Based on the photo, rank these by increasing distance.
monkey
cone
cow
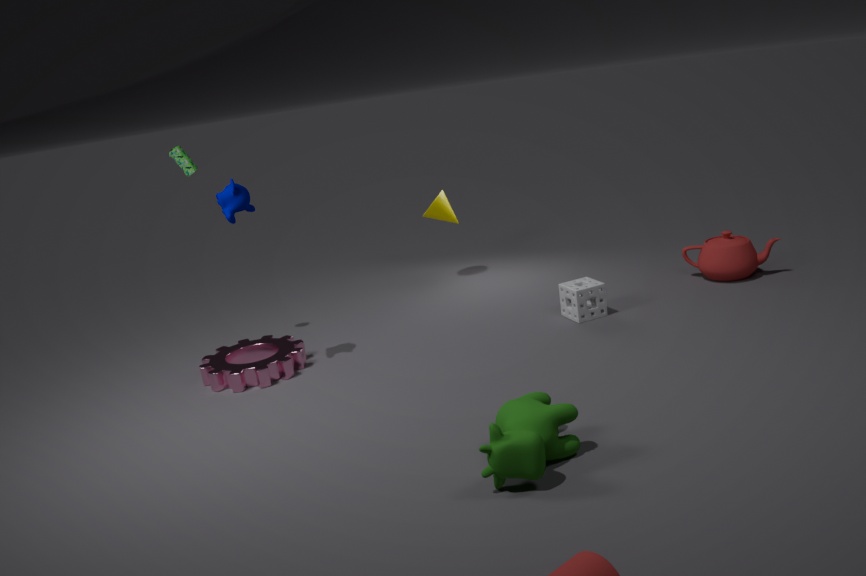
cow < monkey < cone
